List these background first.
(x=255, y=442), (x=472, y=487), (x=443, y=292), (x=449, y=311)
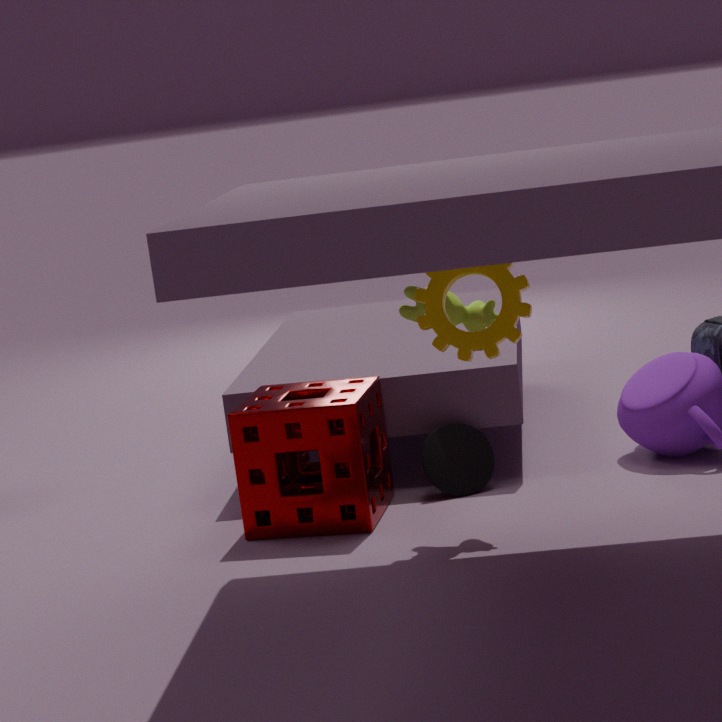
(x=472, y=487)
(x=255, y=442)
(x=449, y=311)
(x=443, y=292)
